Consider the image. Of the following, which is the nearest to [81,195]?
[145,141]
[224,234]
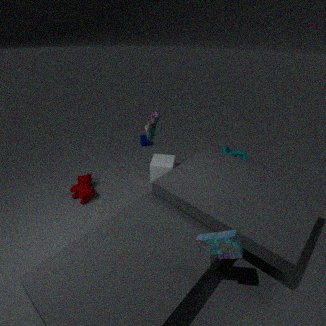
[145,141]
